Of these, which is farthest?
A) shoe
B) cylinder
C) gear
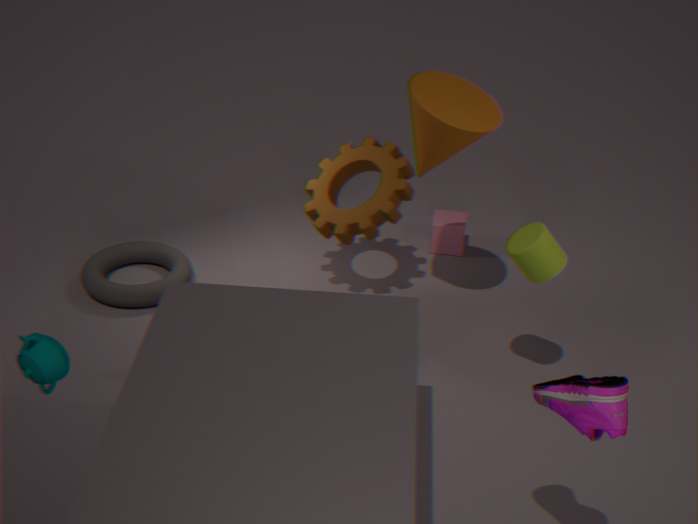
gear
